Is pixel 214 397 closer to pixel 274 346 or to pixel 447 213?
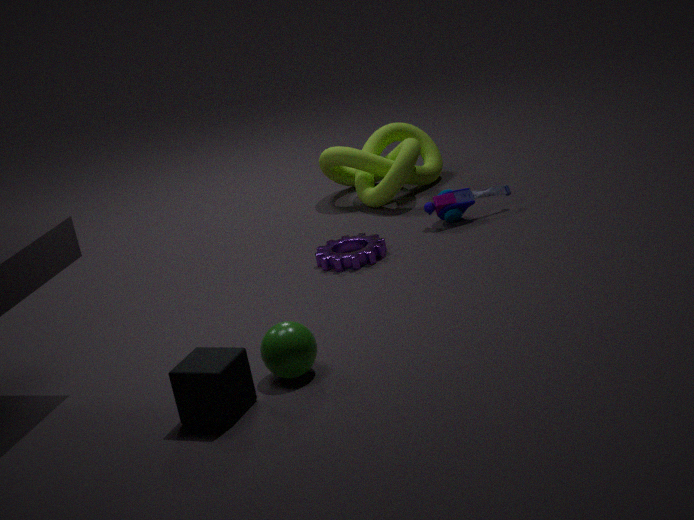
pixel 274 346
